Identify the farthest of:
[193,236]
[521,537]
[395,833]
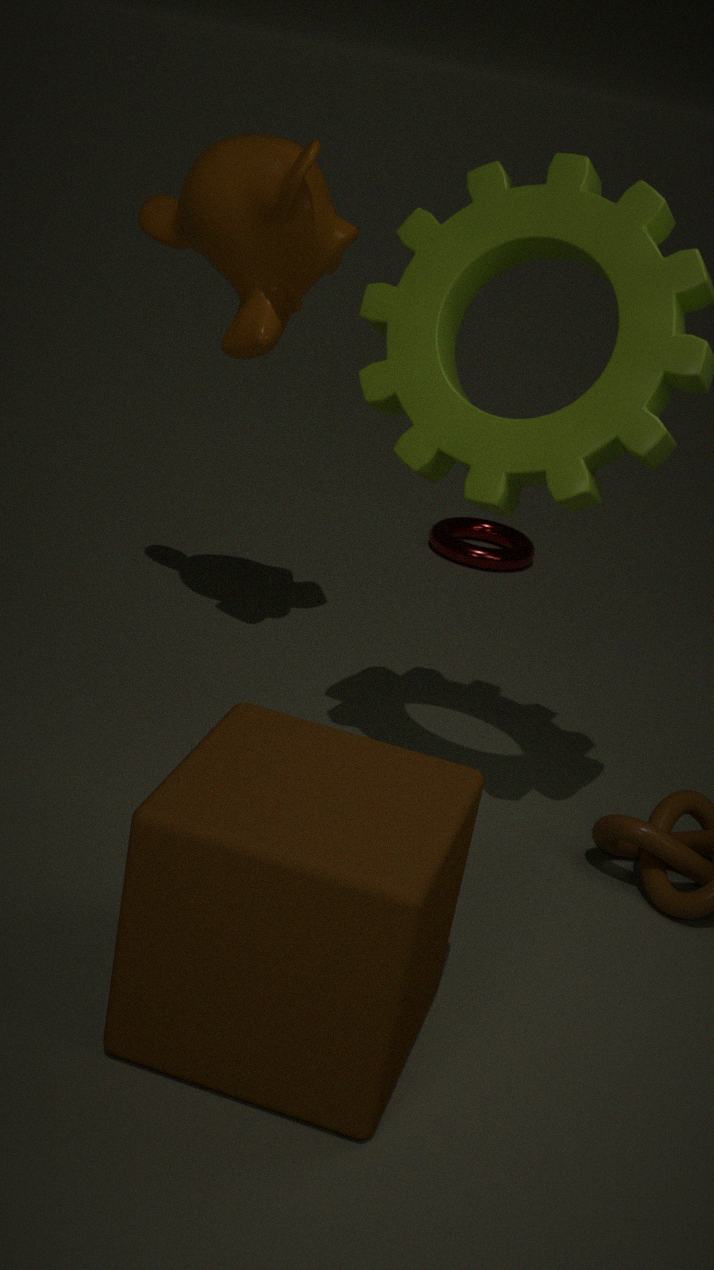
[521,537]
